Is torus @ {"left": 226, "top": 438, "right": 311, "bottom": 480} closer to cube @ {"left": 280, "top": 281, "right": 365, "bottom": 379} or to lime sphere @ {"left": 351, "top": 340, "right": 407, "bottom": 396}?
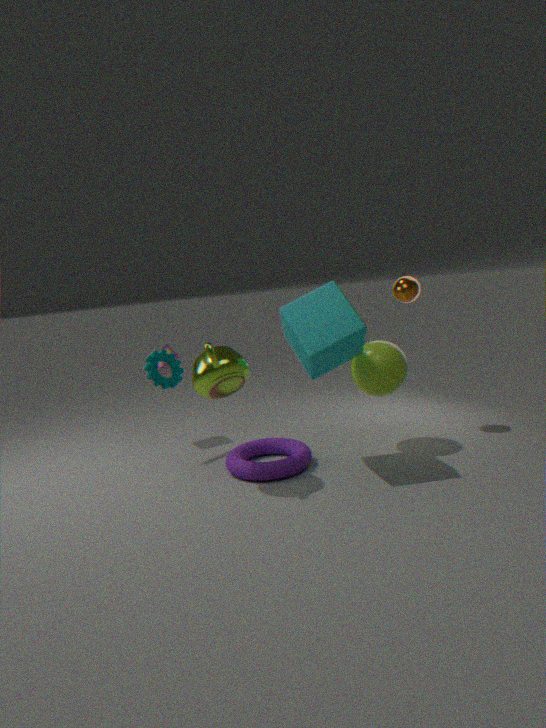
cube @ {"left": 280, "top": 281, "right": 365, "bottom": 379}
